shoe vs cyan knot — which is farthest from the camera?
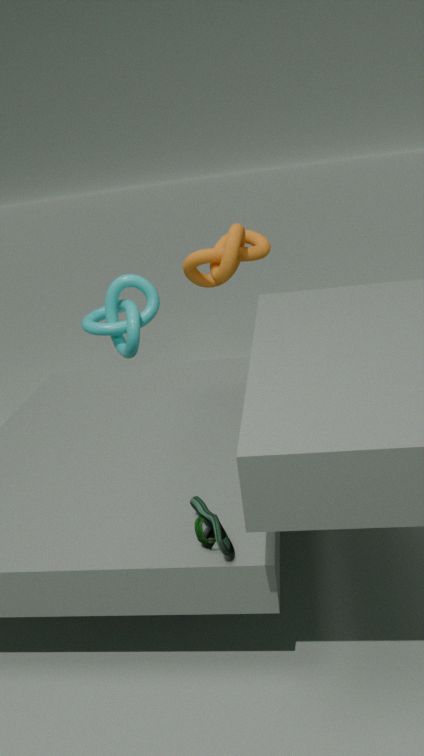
cyan knot
